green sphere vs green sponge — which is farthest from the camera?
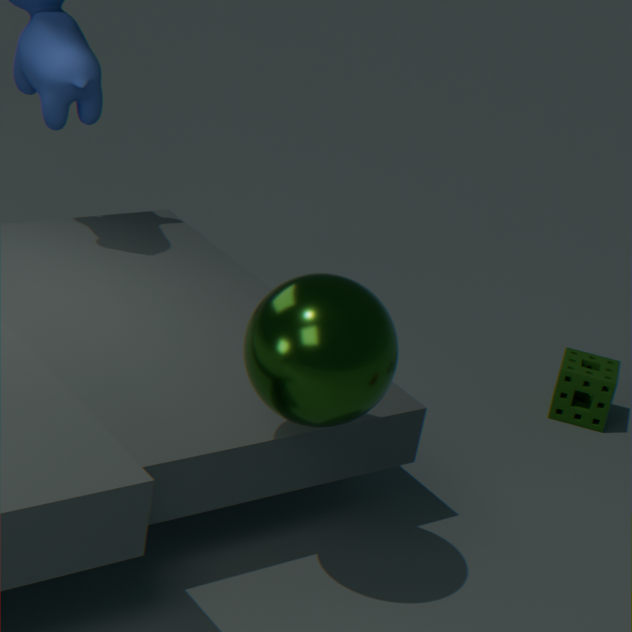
green sponge
